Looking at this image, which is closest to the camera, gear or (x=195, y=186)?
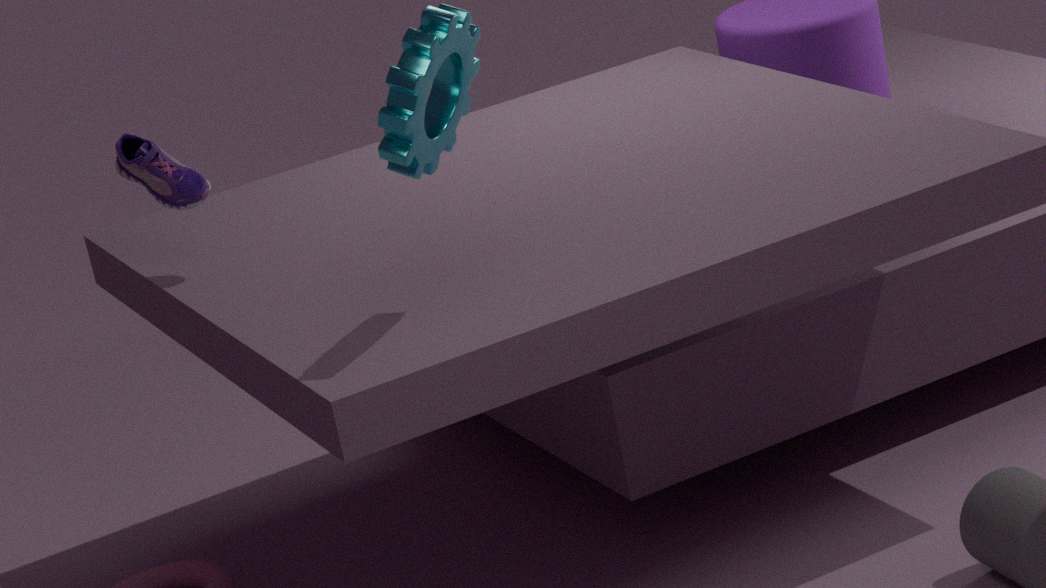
gear
